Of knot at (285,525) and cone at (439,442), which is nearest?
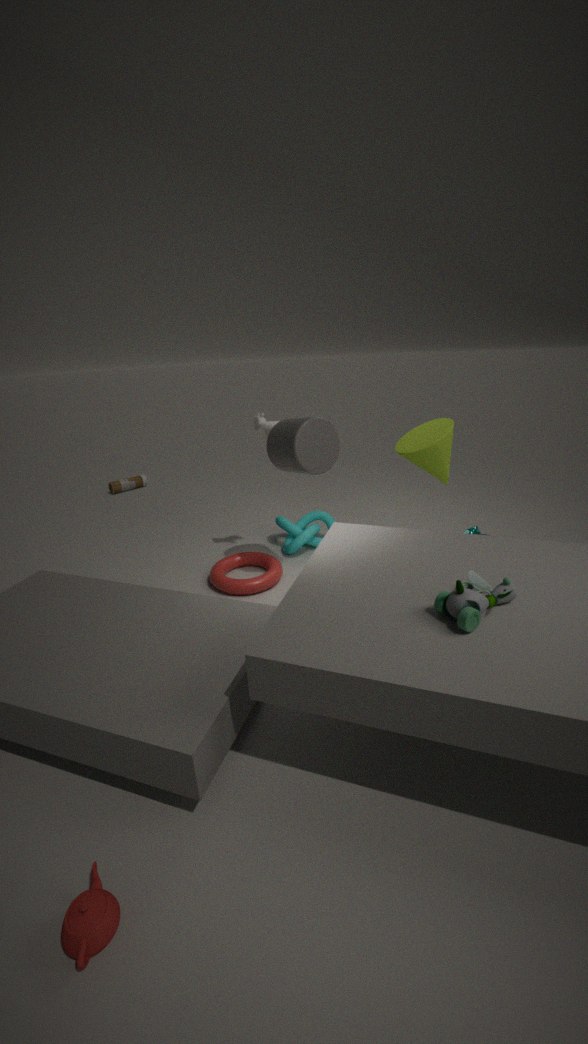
cone at (439,442)
